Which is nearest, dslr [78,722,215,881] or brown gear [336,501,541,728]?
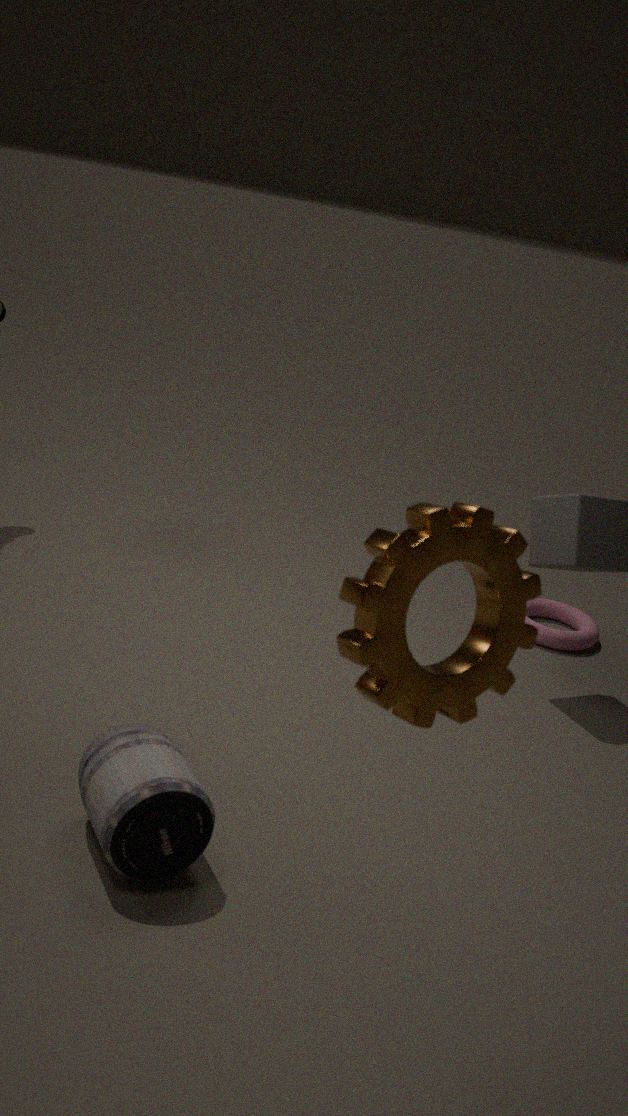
brown gear [336,501,541,728]
